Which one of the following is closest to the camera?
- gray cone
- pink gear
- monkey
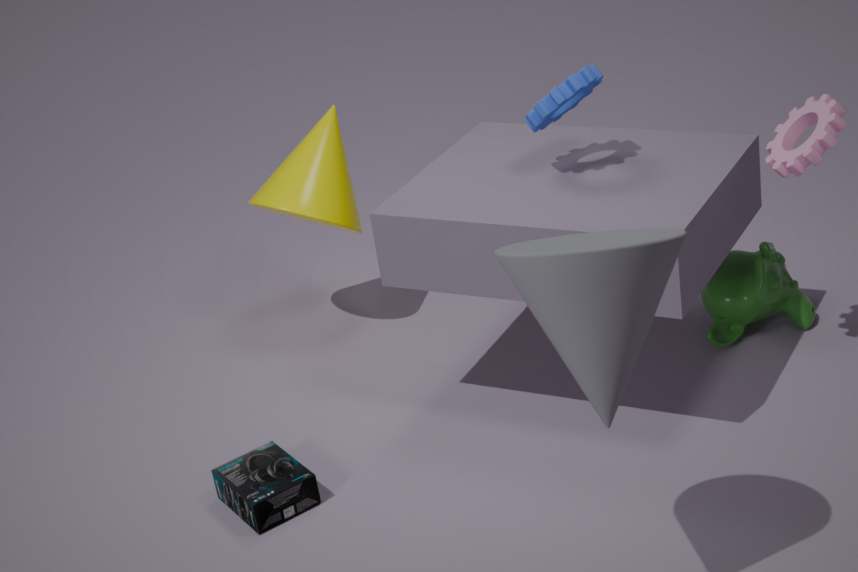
gray cone
